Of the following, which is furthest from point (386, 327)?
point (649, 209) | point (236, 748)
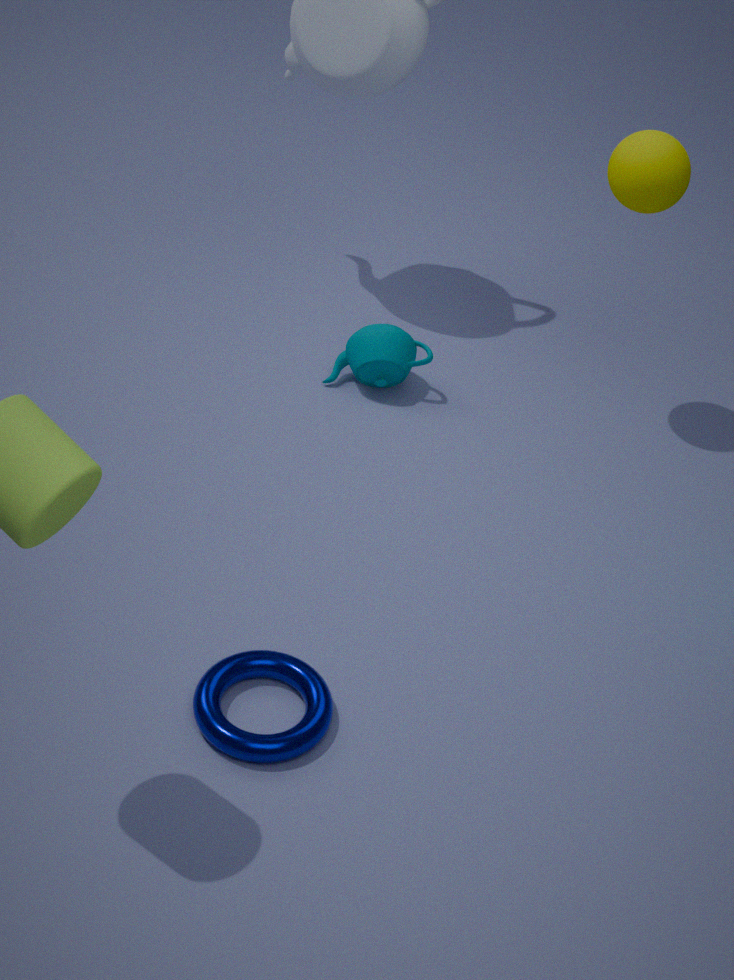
point (236, 748)
